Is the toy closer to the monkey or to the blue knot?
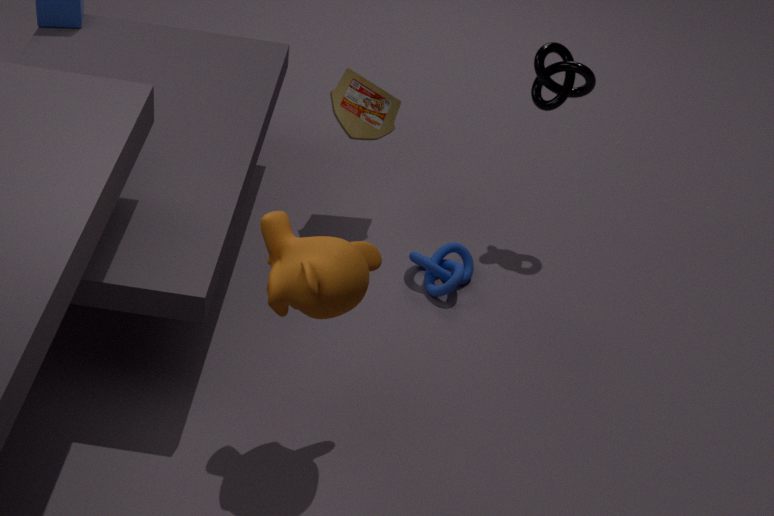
the blue knot
